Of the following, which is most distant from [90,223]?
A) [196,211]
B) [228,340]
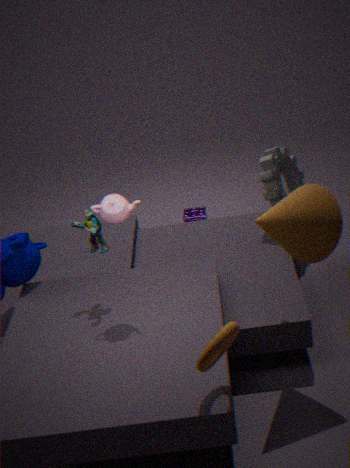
[196,211]
